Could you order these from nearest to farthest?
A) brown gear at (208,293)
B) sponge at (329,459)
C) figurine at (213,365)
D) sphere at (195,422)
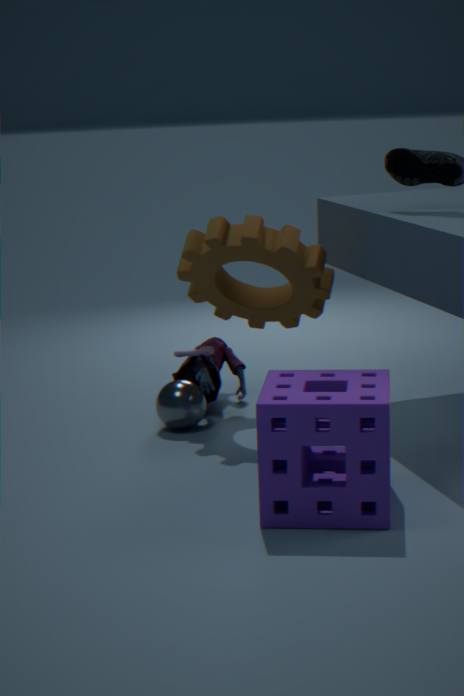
sponge at (329,459)
brown gear at (208,293)
sphere at (195,422)
figurine at (213,365)
